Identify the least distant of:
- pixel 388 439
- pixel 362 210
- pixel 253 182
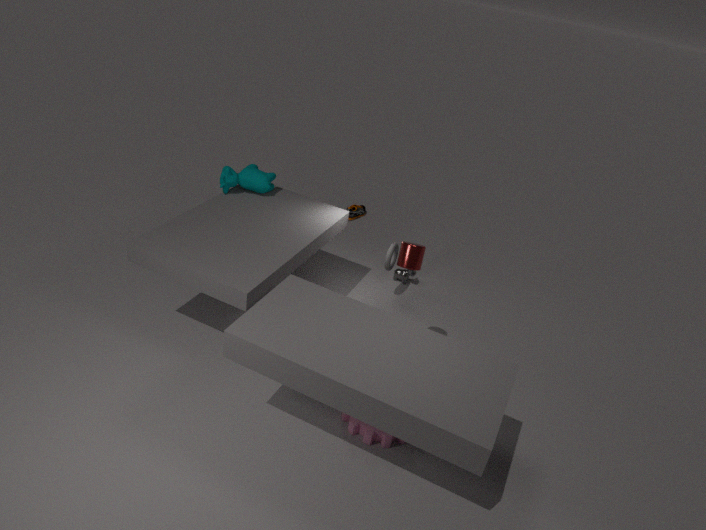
pixel 388 439
